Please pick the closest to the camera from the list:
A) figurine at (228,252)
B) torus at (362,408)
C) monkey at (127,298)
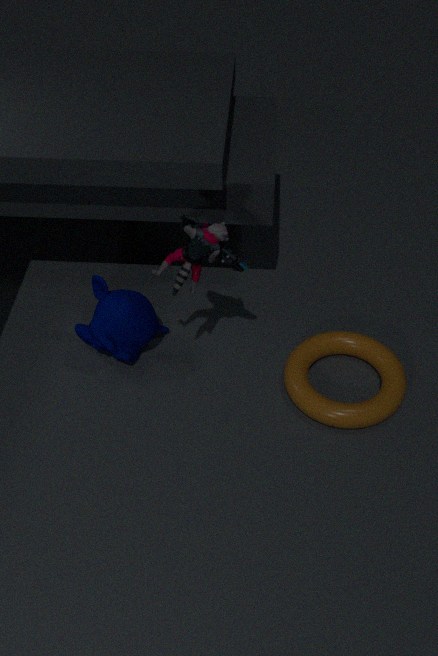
figurine at (228,252)
